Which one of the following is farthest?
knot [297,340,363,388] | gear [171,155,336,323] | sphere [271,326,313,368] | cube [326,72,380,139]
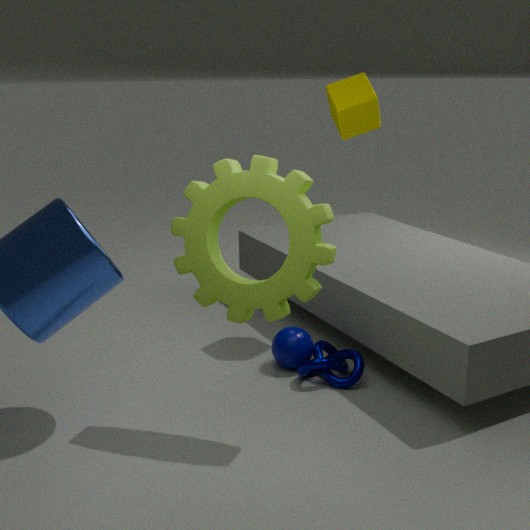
cube [326,72,380,139]
